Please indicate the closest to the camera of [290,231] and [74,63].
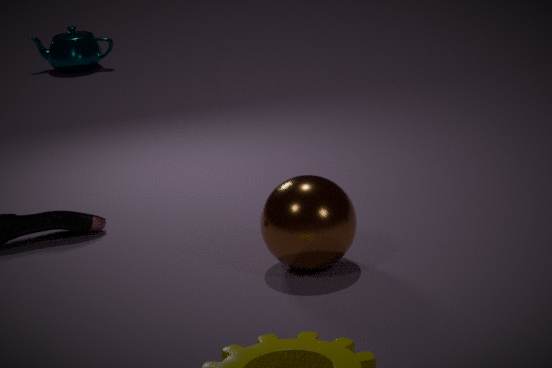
[290,231]
